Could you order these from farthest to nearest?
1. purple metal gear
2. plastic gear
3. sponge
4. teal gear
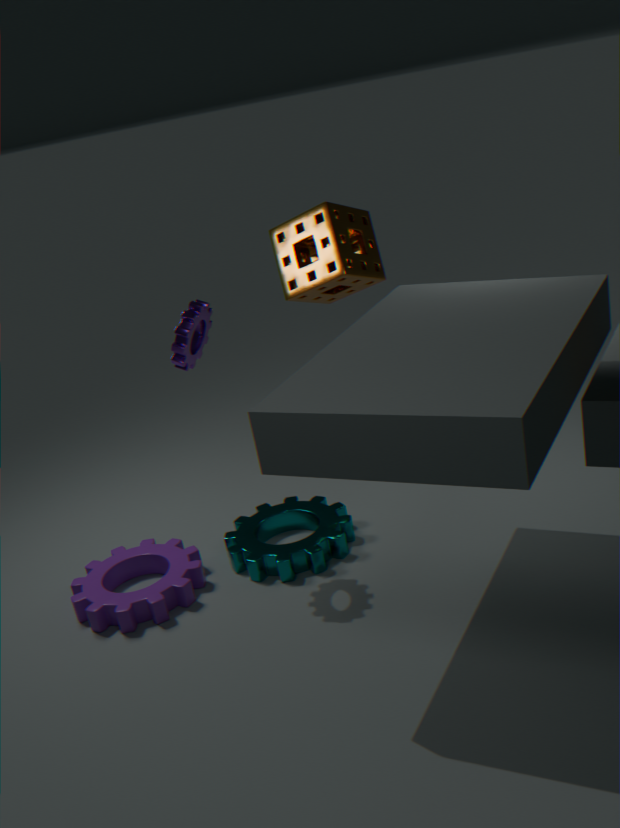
sponge → teal gear → plastic gear → purple metal gear
